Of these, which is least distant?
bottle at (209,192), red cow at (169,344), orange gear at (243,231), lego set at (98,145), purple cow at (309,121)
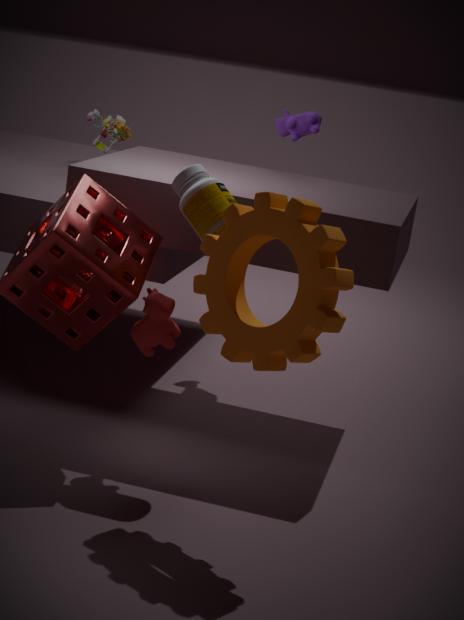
orange gear at (243,231)
